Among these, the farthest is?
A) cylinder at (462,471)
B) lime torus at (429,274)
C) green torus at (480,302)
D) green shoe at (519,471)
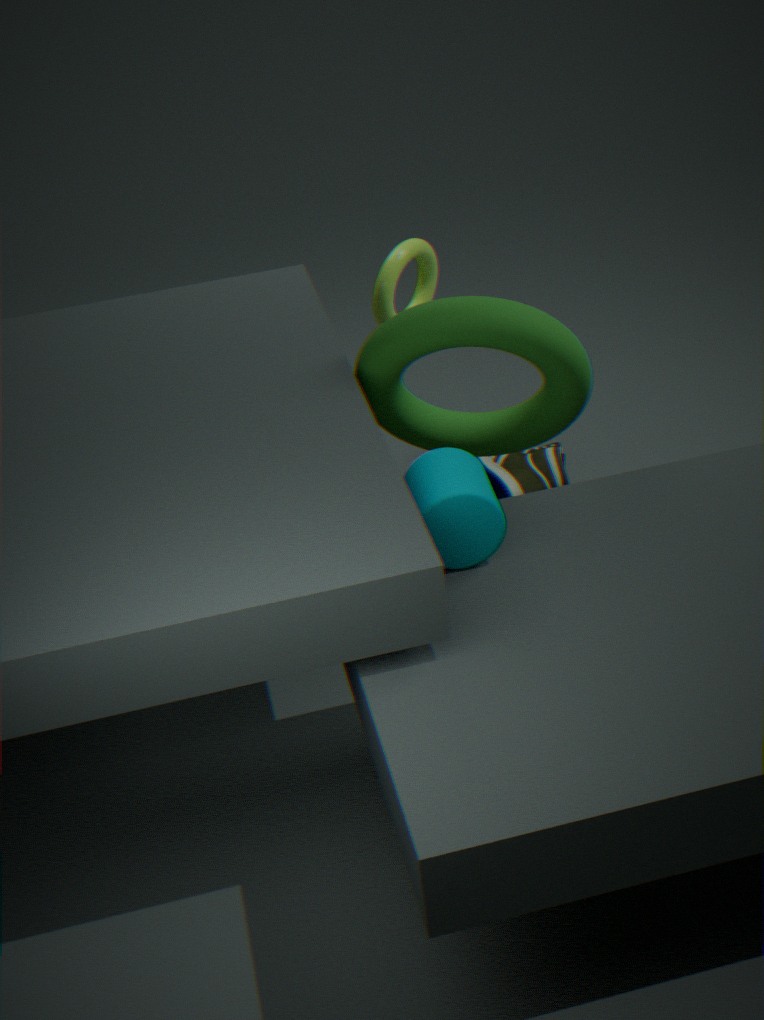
green shoe at (519,471)
